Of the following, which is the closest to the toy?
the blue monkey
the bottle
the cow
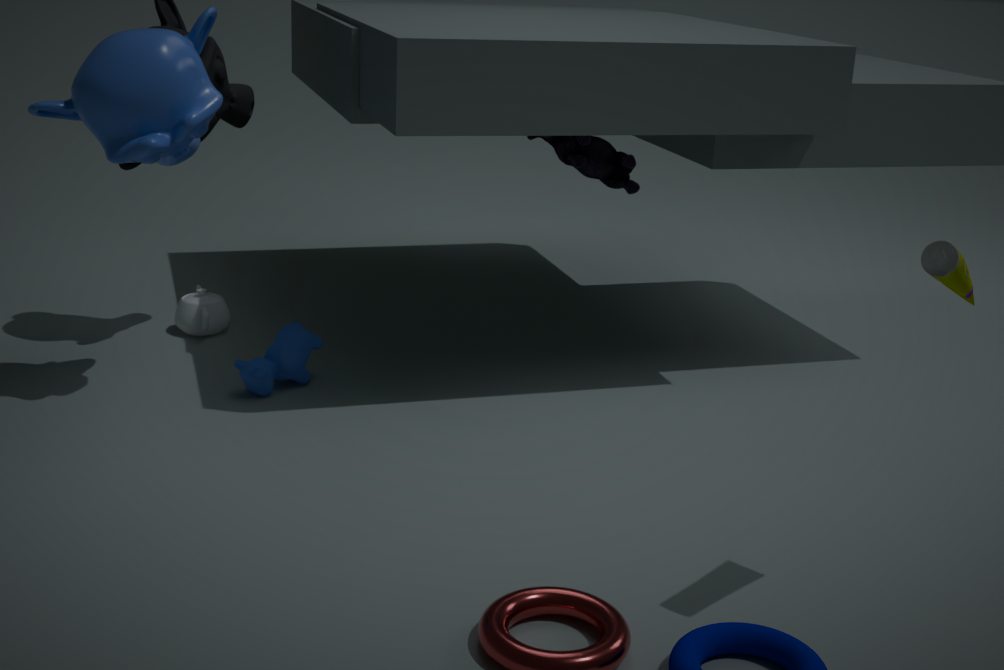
the cow
